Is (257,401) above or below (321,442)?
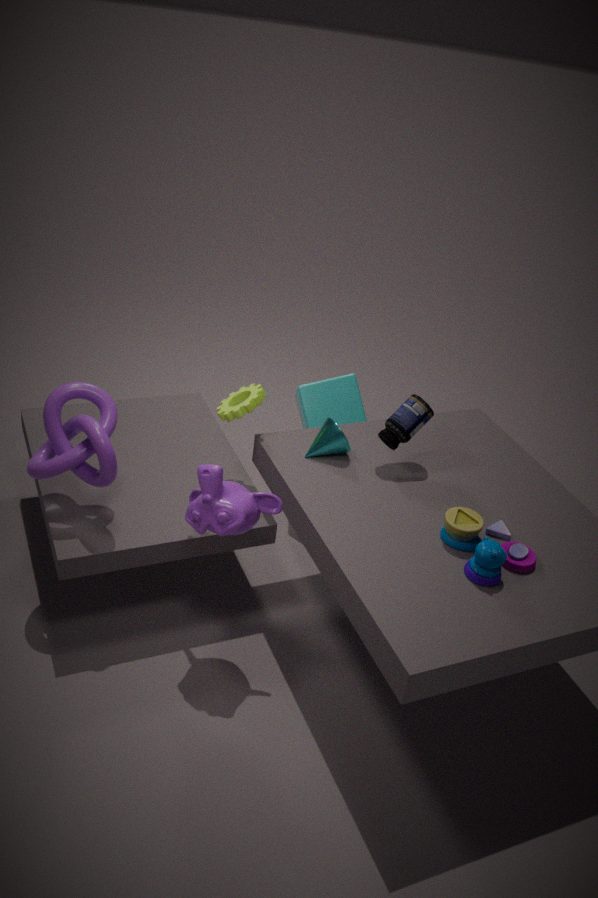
above
